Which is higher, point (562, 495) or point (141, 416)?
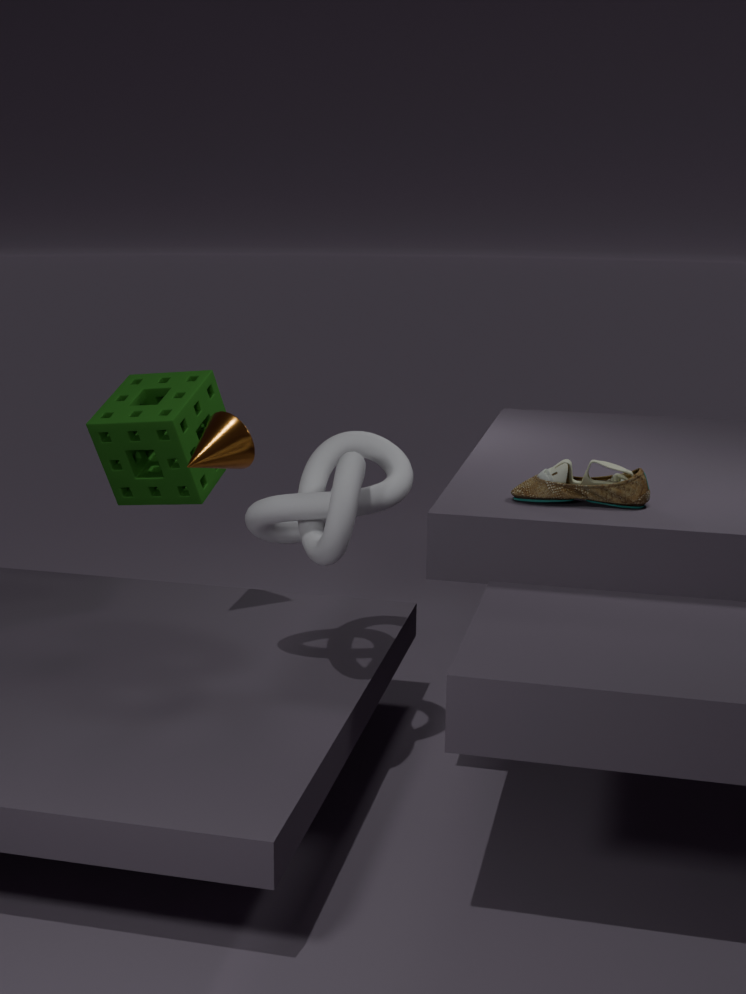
point (562, 495)
